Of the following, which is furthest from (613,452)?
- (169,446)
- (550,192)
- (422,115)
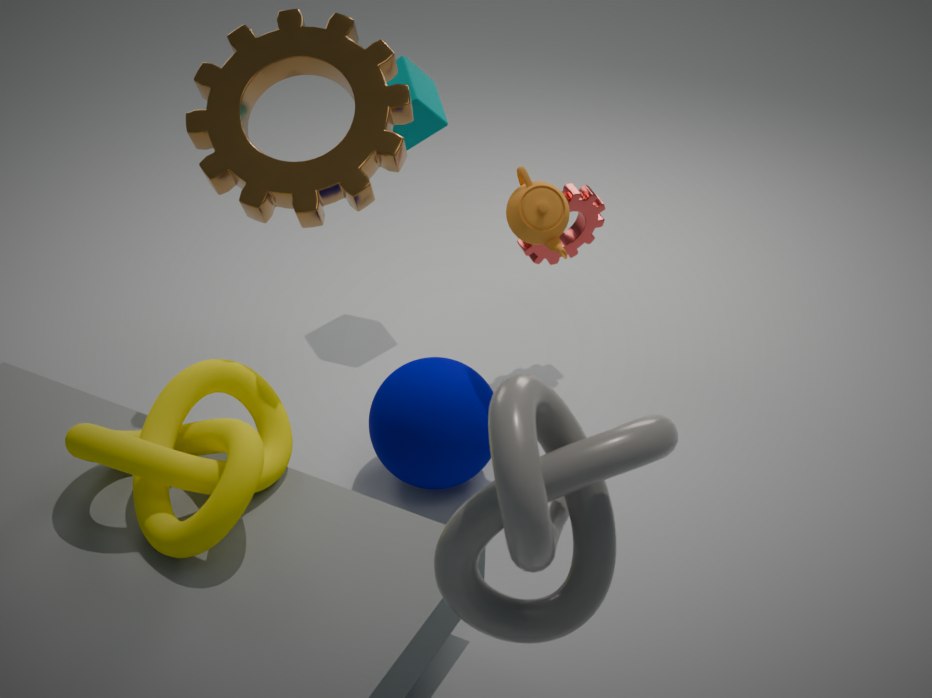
(422,115)
